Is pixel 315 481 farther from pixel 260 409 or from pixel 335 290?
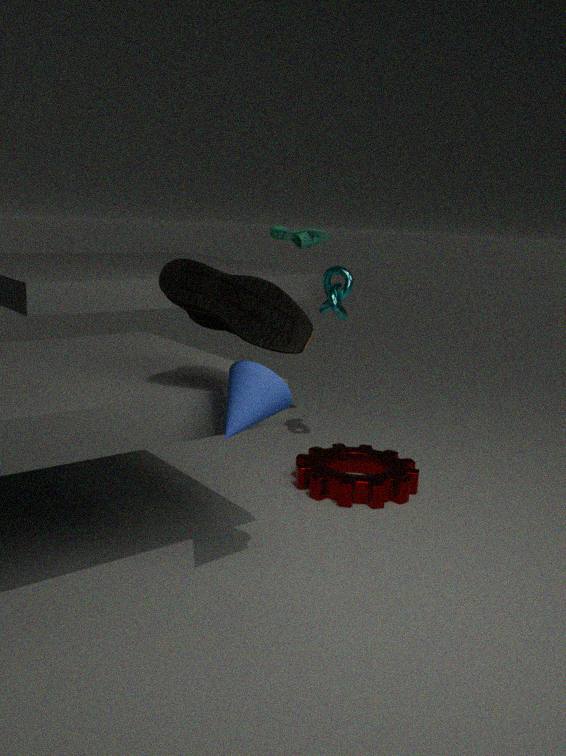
pixel 260 409
